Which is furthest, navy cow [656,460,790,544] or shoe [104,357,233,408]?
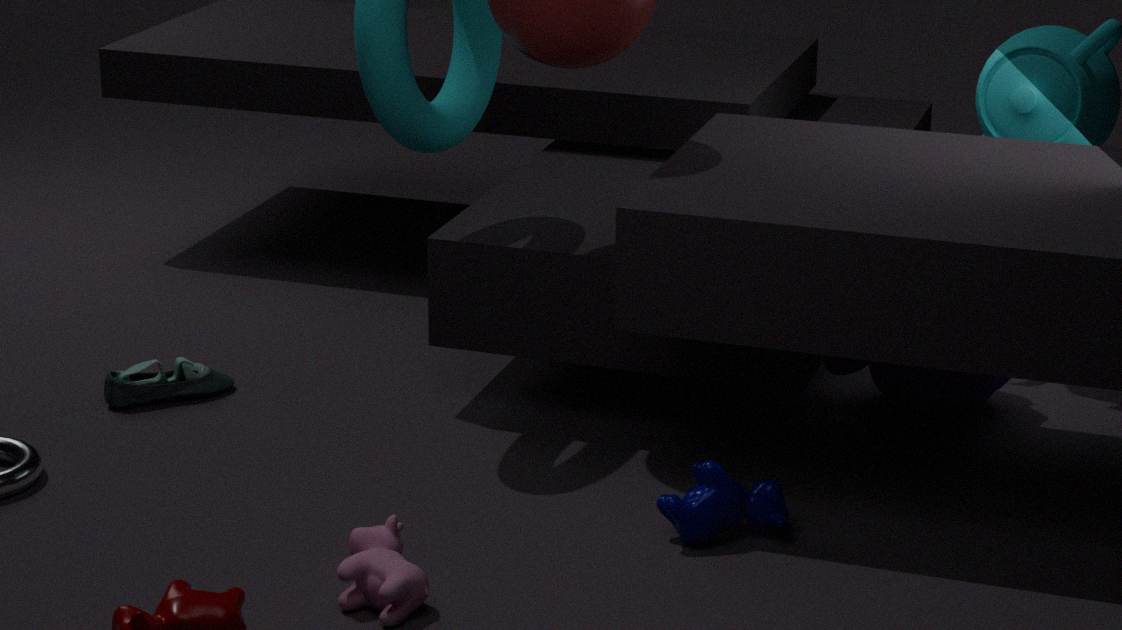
shoe [104,357,233,408]
